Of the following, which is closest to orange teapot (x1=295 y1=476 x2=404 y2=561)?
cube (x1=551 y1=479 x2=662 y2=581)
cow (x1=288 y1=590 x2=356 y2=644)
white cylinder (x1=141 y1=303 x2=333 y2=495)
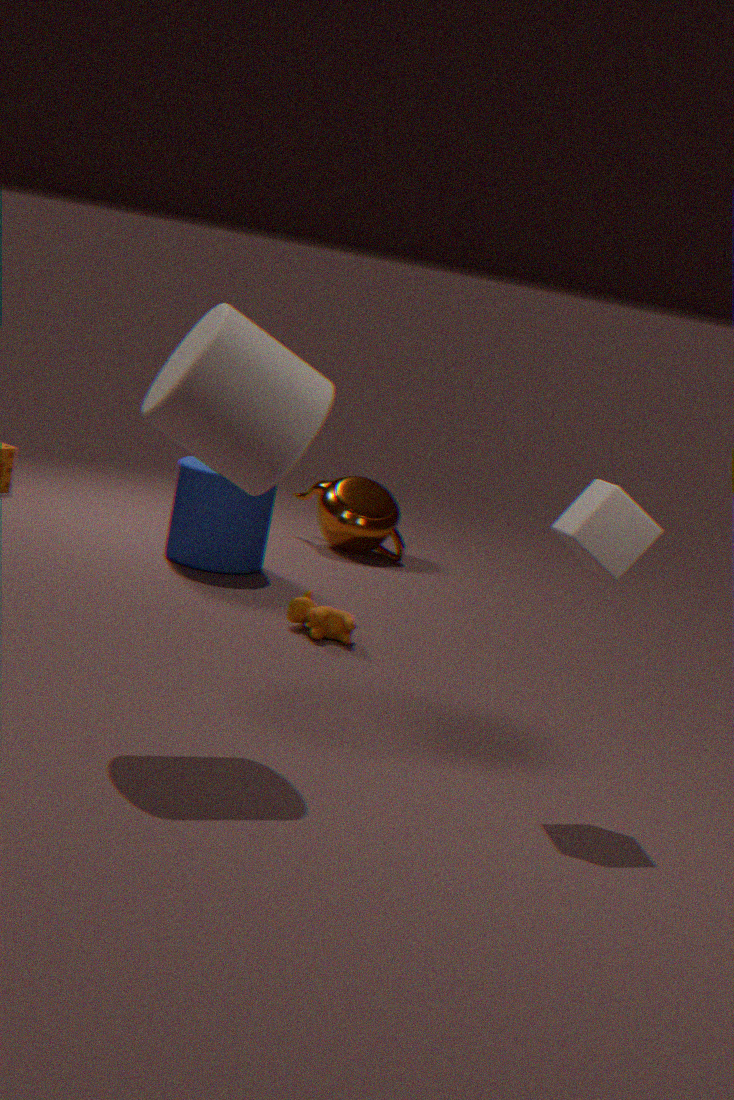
cow (x1=288 y1=590 x2=356 y2=644)
